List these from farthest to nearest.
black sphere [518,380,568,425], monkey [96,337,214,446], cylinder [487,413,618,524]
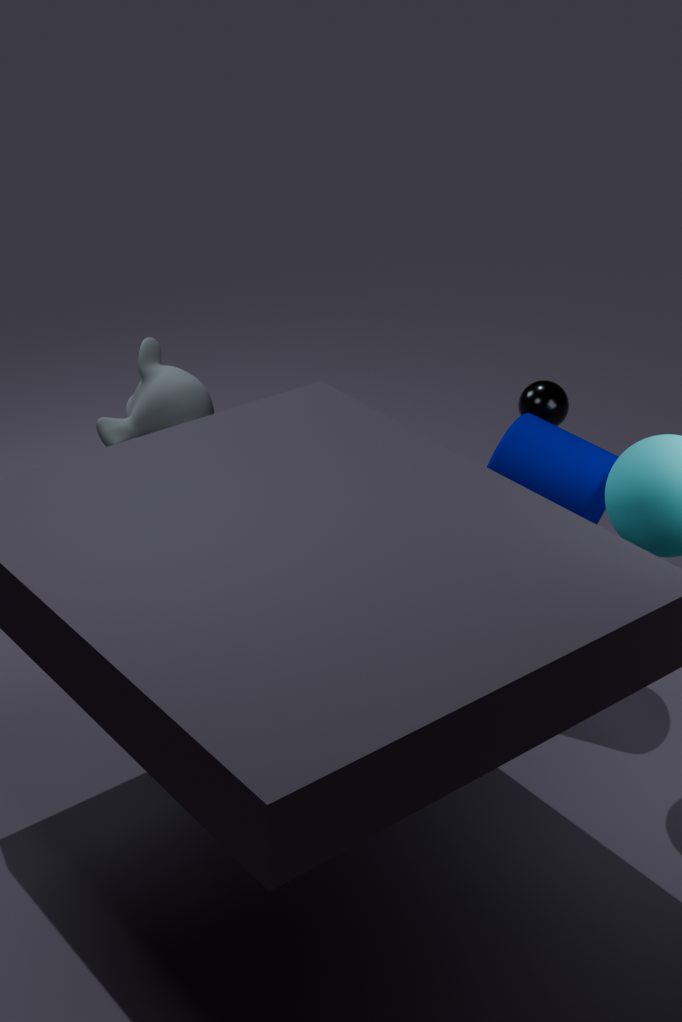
black sphere [518,380,568,425]
monkey [96,337,214,446]
cylinder [487,413,618,524]
